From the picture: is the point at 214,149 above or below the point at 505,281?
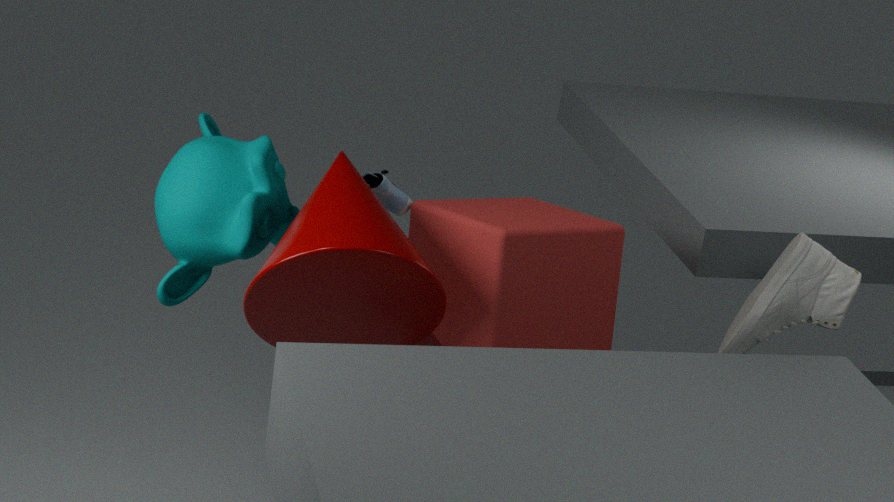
above
